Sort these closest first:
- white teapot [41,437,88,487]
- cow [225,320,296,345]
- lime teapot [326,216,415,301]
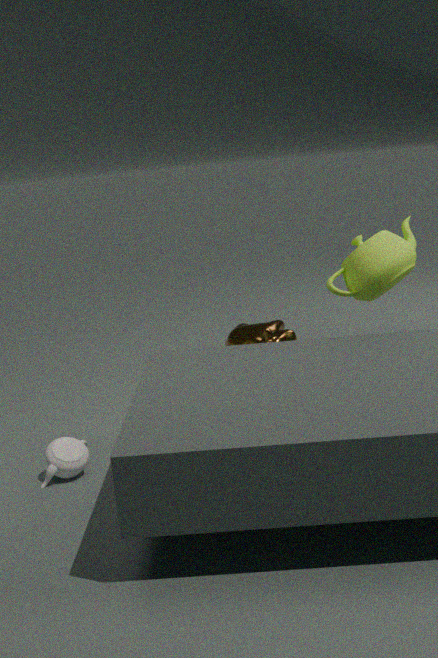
white teapot [41,437,88,487] < lime teapot [326,216,415,301] < cow [225,320,296,345]
